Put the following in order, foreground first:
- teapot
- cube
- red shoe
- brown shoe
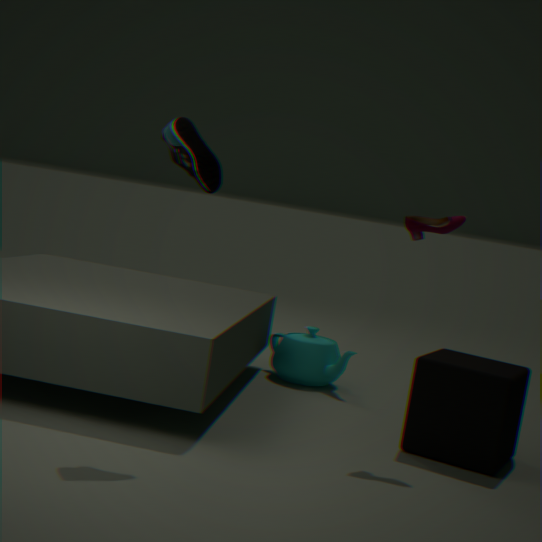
1. brown shoe
2. cube
3. red shoe
4. teapot
